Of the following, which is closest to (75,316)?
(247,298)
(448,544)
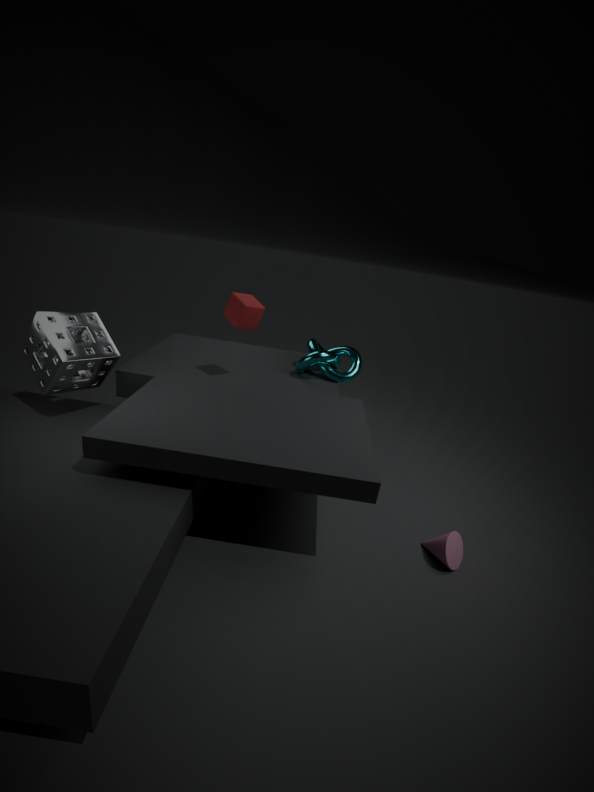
(247,298)
